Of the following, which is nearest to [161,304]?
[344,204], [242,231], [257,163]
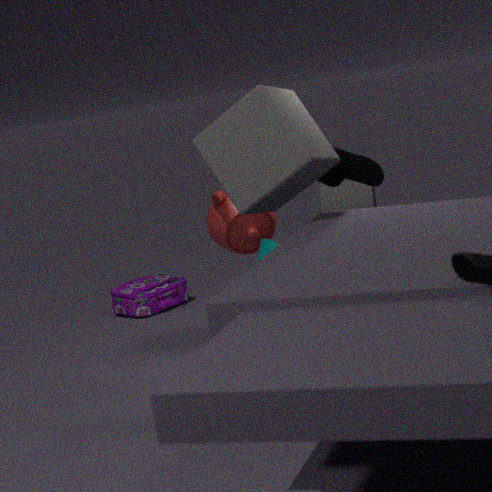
[242,231]
